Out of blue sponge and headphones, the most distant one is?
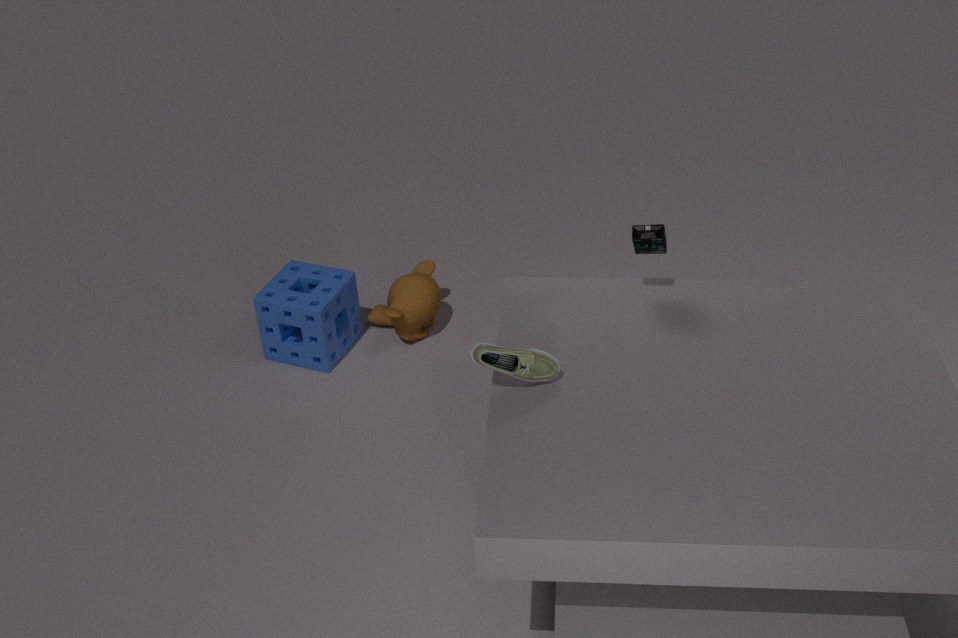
blue sponge
